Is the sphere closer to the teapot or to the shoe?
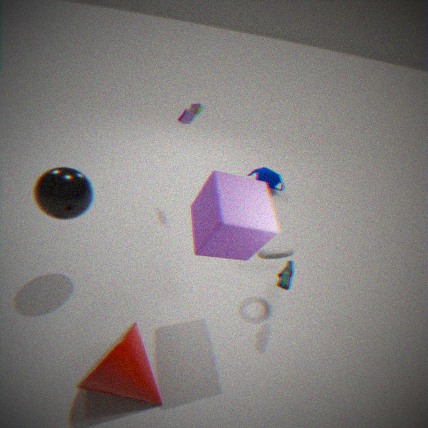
the shoe
